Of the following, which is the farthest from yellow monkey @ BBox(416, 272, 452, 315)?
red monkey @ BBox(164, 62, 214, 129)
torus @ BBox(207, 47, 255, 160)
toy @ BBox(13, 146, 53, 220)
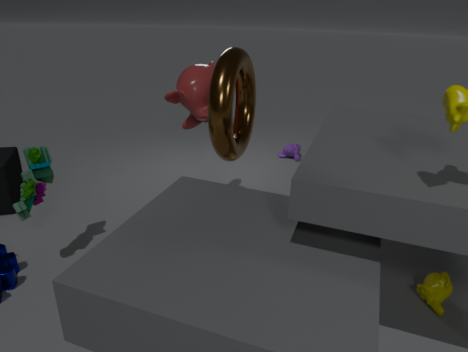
toy @ BBox(13, 146, 53, 220)
